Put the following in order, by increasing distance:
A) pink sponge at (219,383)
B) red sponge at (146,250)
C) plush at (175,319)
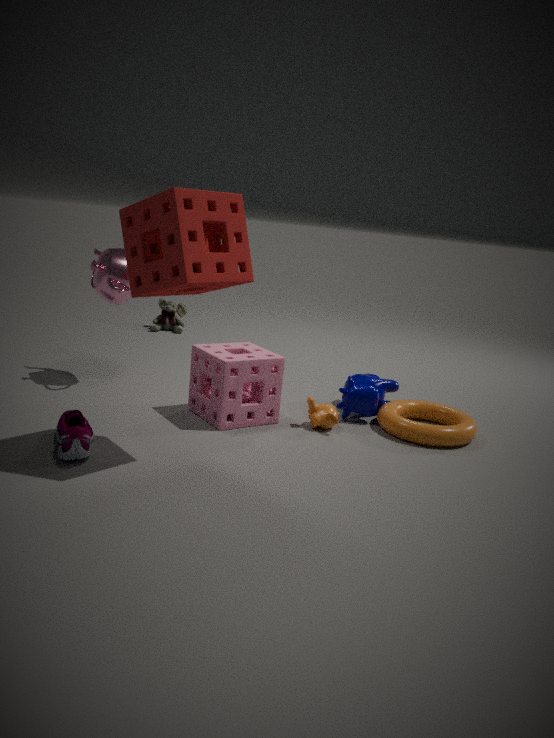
1. red sponge at (146,250)
2. pink sponge at (219,383)
3. plush at (175,319)
